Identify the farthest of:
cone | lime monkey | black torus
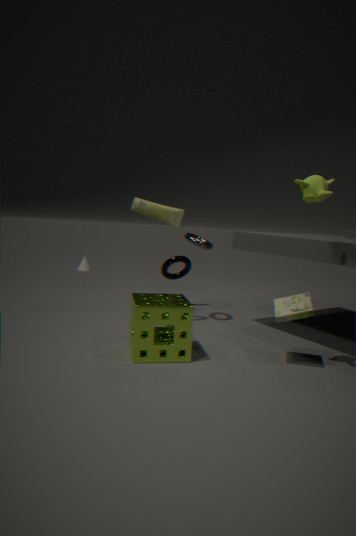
cone
